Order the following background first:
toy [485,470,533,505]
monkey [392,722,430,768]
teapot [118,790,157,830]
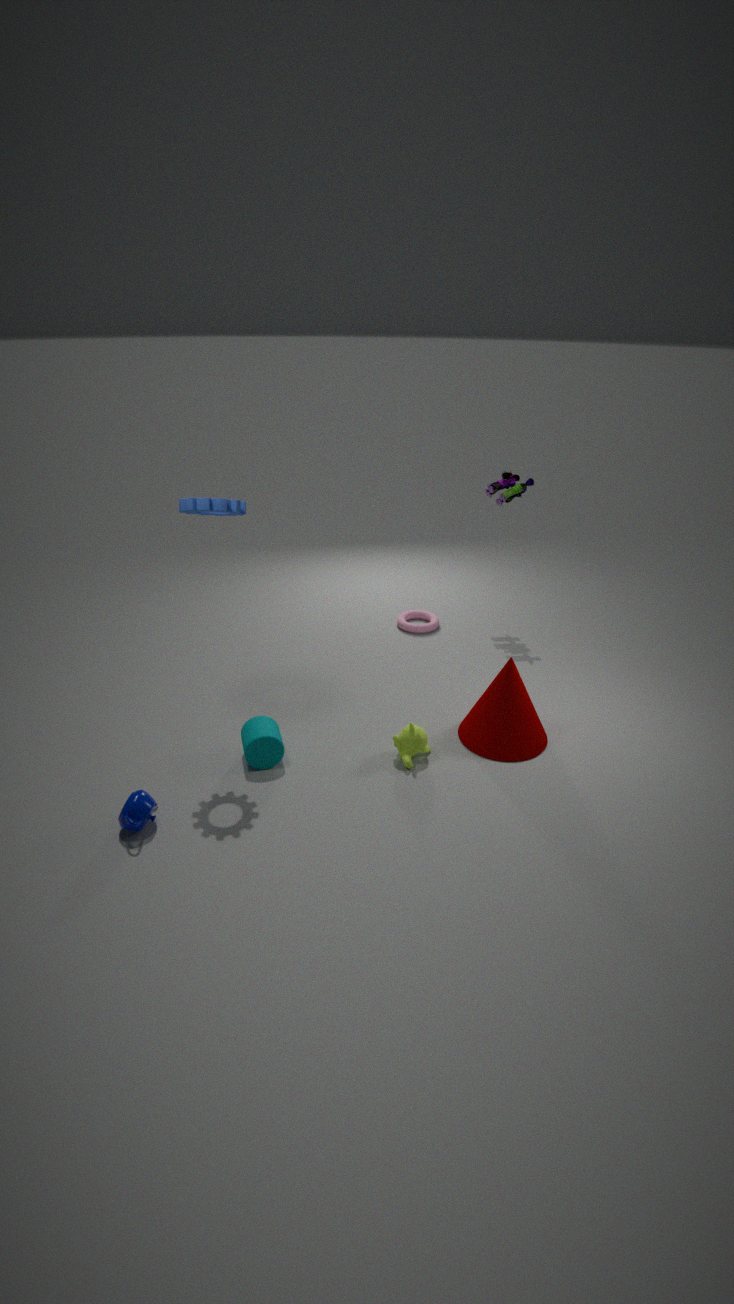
toy [485,470,533,505] < monkey [392,722,430,768] < teapot [118,790,157,830]
